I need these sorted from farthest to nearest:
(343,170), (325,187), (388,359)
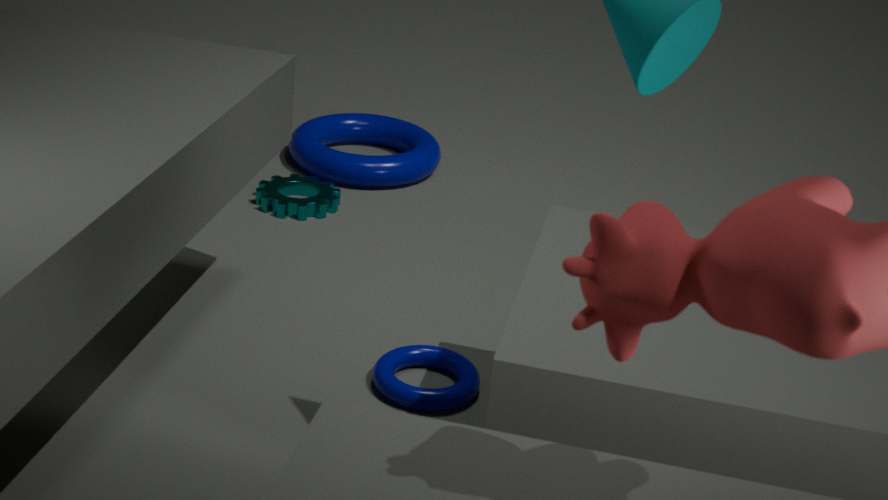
(343,170) → (325,187) → (388,359)
